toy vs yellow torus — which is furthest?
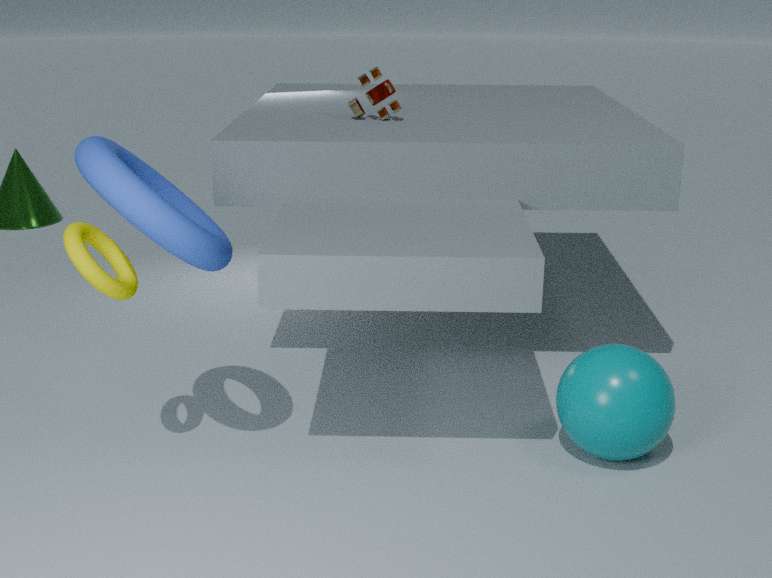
toy
